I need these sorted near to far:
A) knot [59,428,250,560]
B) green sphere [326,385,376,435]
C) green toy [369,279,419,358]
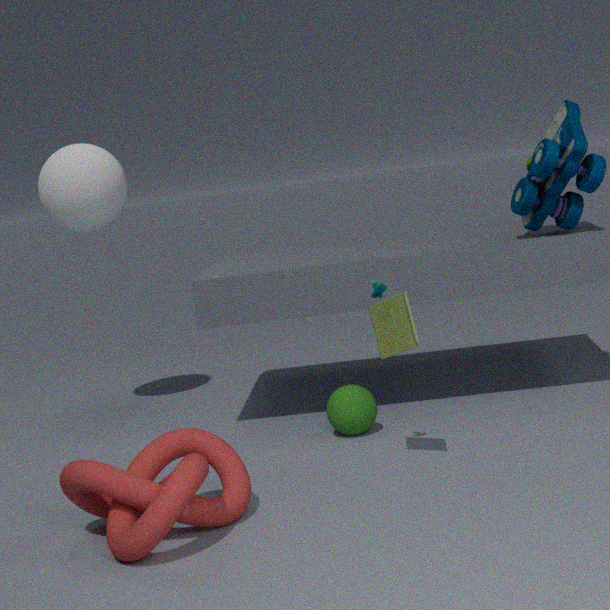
→ knot [59,428,250,560] < green toy [369,279,419,358] < green sphere [326,385,376,435]
